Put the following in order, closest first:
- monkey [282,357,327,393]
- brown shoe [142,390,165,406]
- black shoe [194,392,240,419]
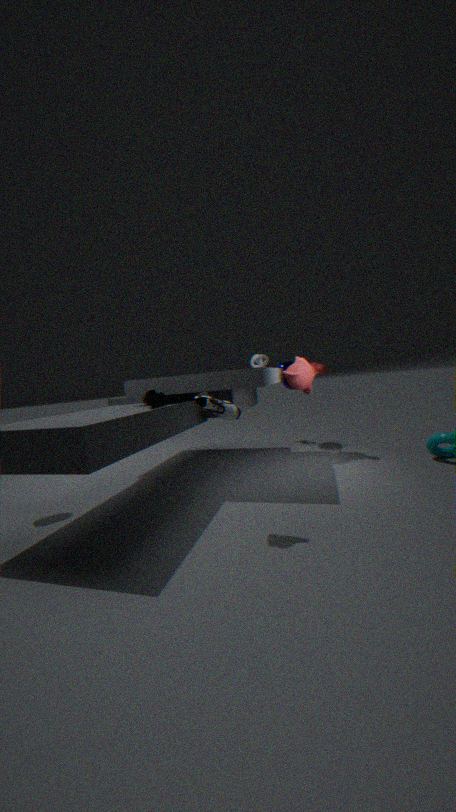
black shoe [194,392,240,419] → brown shoe [142,390,165,406] → monkey [282,357,327,393]
